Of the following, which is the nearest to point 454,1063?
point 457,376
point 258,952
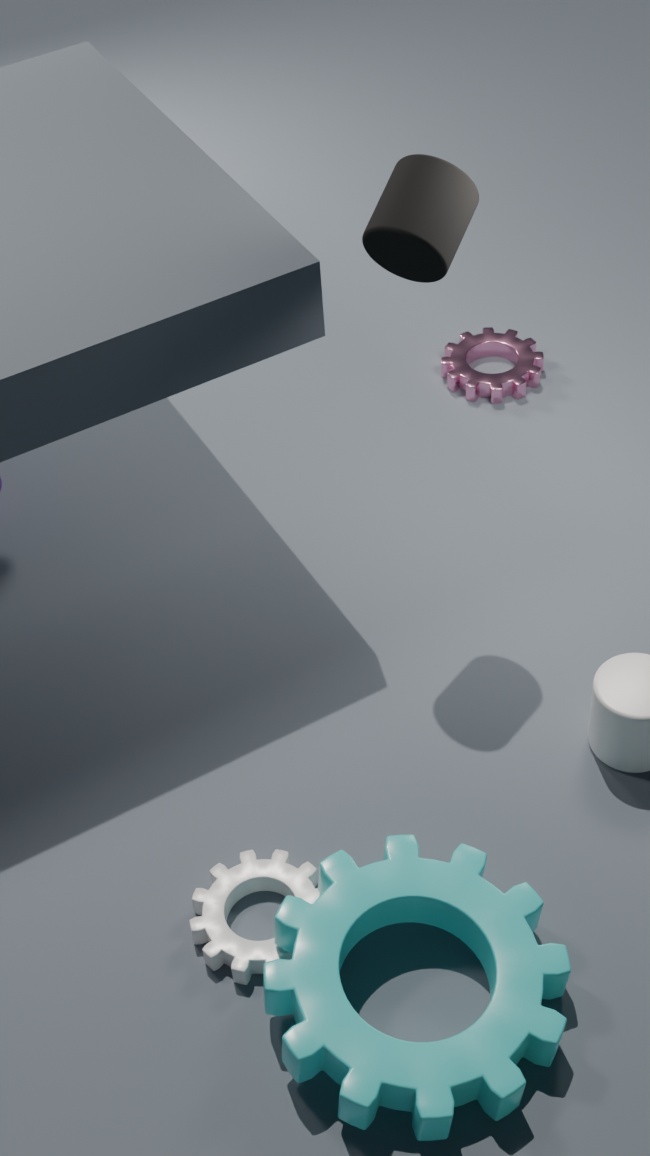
point 258,952
